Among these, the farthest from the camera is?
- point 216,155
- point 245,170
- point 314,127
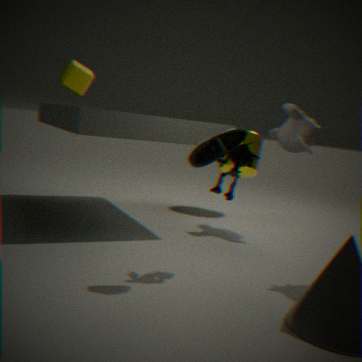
point 245,170
